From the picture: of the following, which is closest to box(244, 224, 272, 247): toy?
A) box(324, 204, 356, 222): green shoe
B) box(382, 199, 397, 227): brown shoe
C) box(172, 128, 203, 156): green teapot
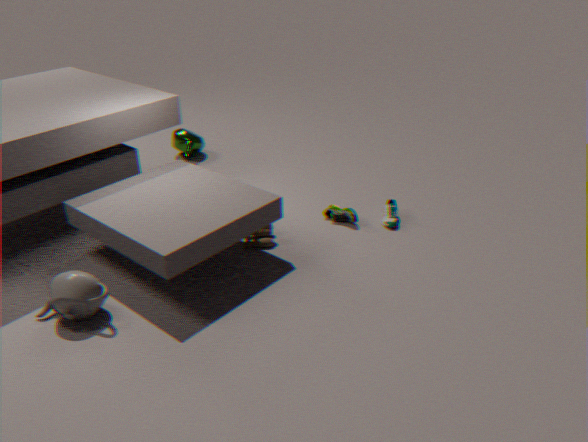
box(324, 204, 356, 222): green shoe
